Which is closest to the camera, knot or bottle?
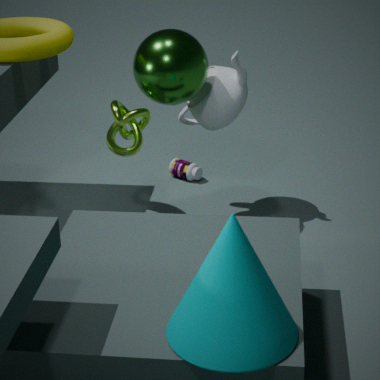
knot
